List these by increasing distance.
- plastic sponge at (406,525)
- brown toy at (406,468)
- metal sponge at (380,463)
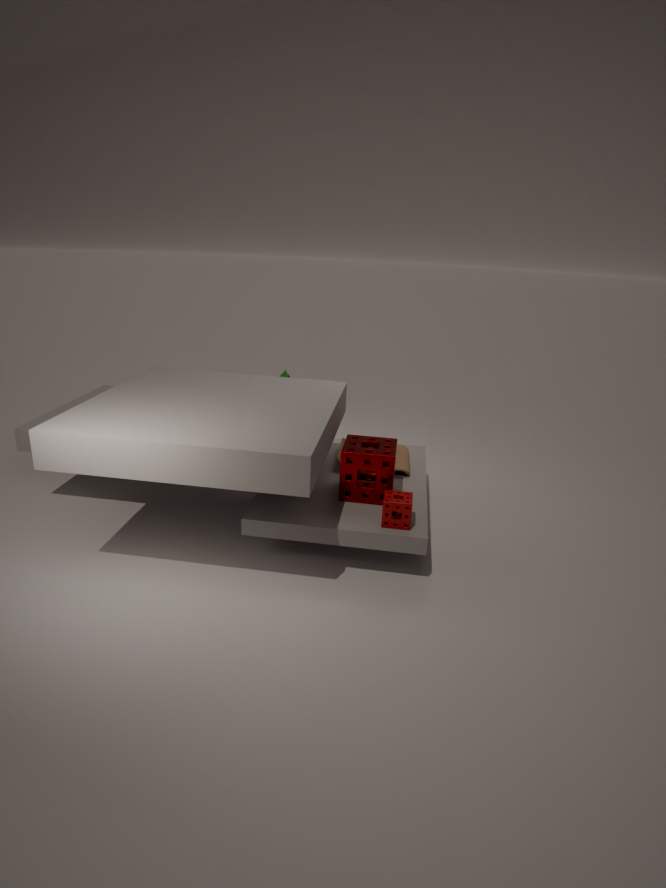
plastic sponge at (406,525), metal sponge at (380,463), brown toy at (406,468)
